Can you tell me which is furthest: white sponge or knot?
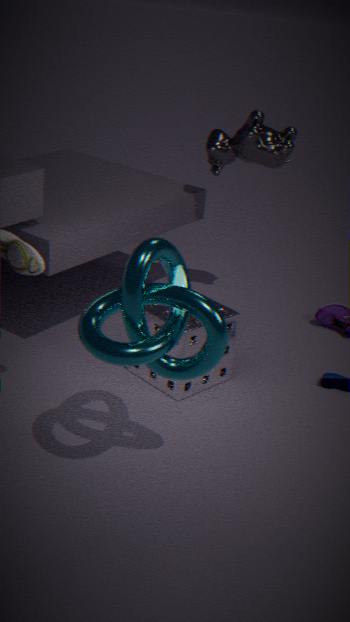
white sponge
